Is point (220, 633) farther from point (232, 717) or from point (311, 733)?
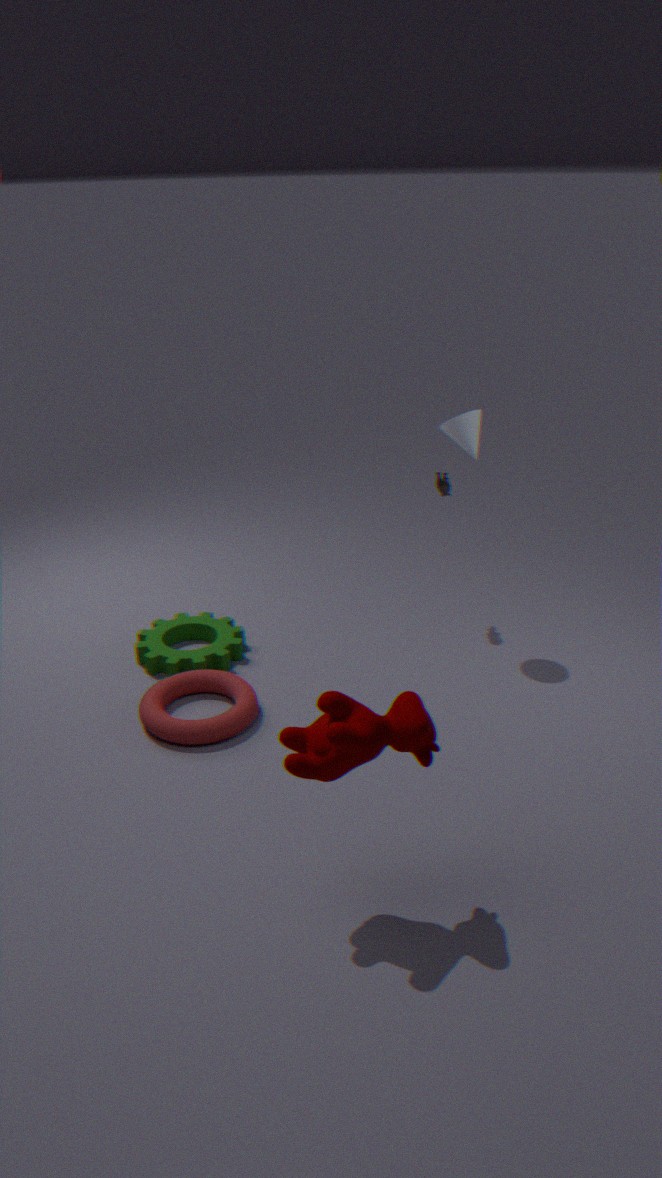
point (311, 733)
